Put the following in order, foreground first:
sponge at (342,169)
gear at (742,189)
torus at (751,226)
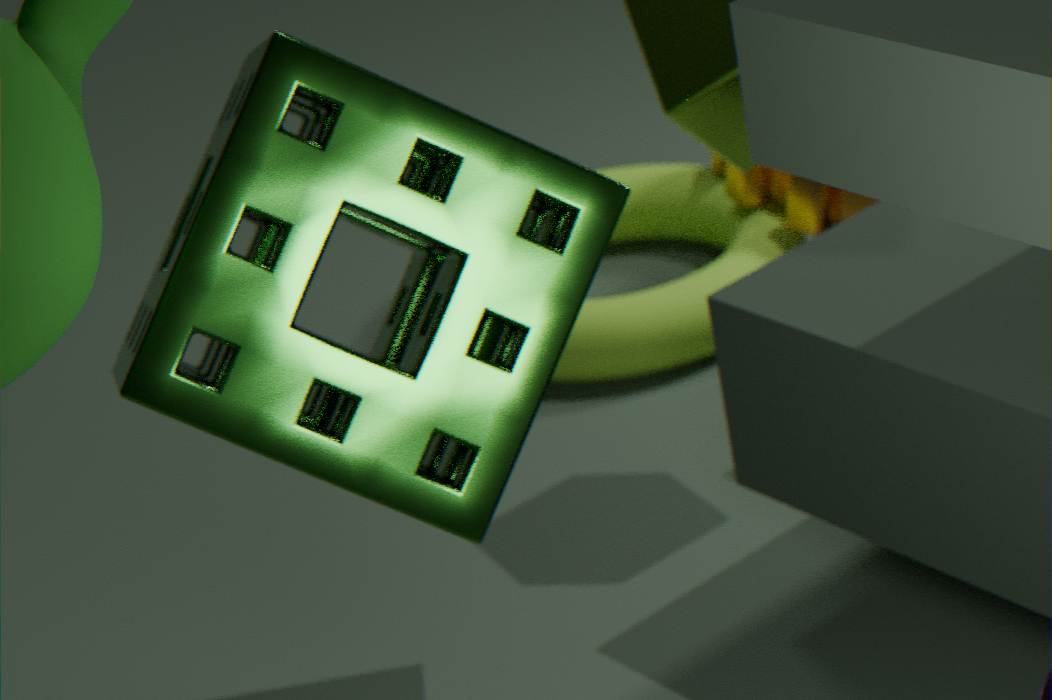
1. sponge at (342,169)
2. torus at (751,226)
3. gear at (742,189)
